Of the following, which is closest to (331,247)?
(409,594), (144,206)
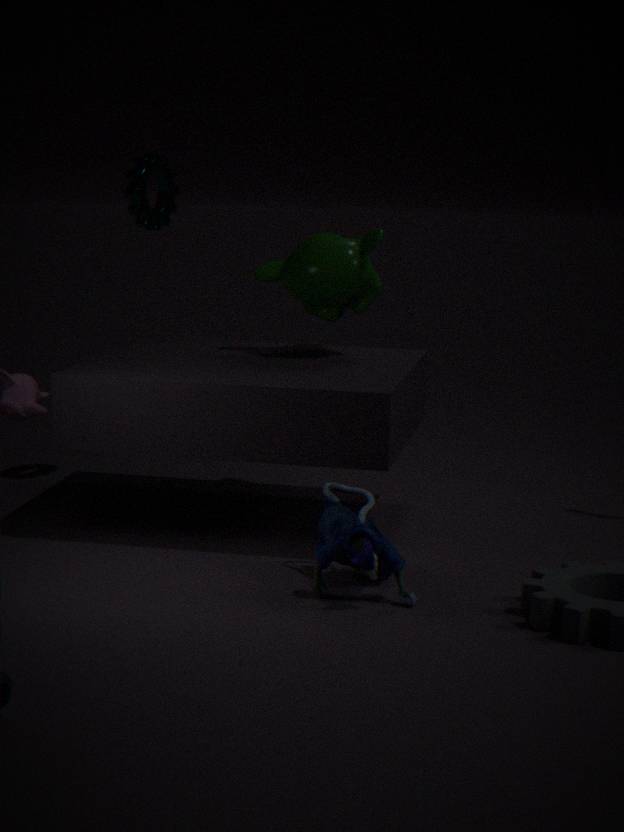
(144,206)
